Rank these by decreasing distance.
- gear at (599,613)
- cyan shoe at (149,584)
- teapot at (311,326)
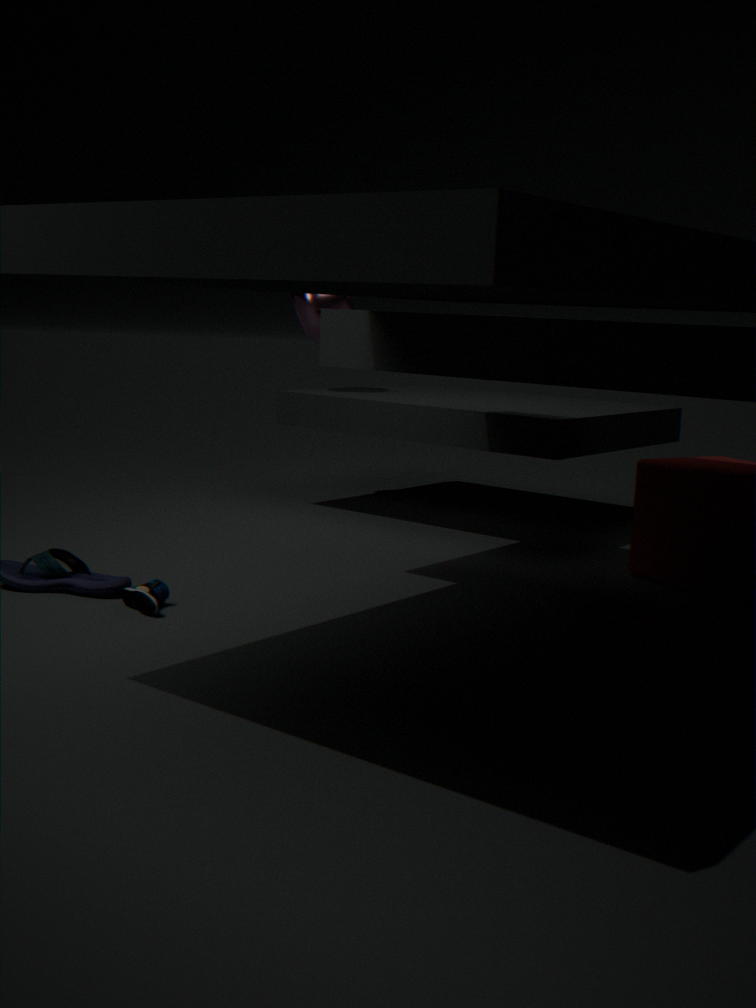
teapot at (311,326), cyan shoe at (149,584), gear at (599,613)
